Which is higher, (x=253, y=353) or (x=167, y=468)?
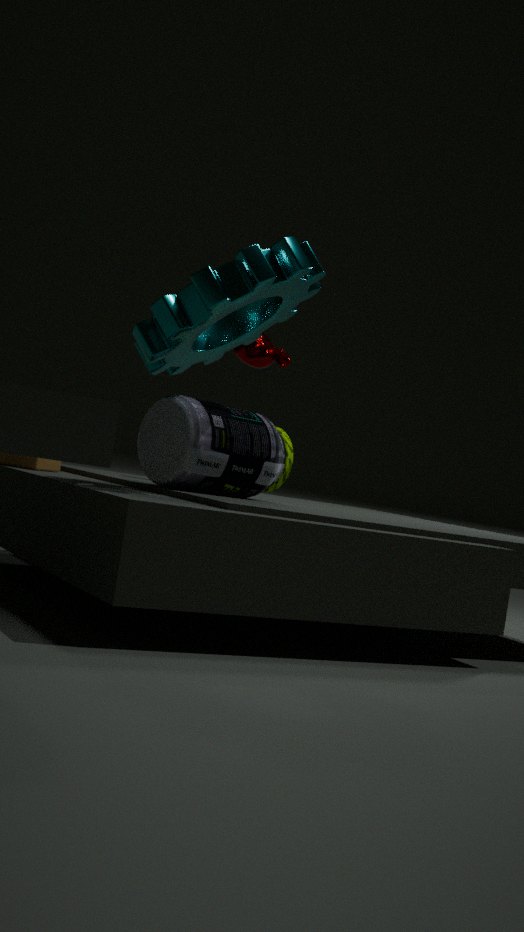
(x=253, y=353)
